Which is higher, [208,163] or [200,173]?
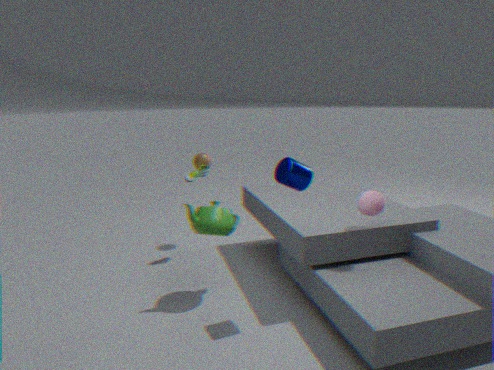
[208,163]
